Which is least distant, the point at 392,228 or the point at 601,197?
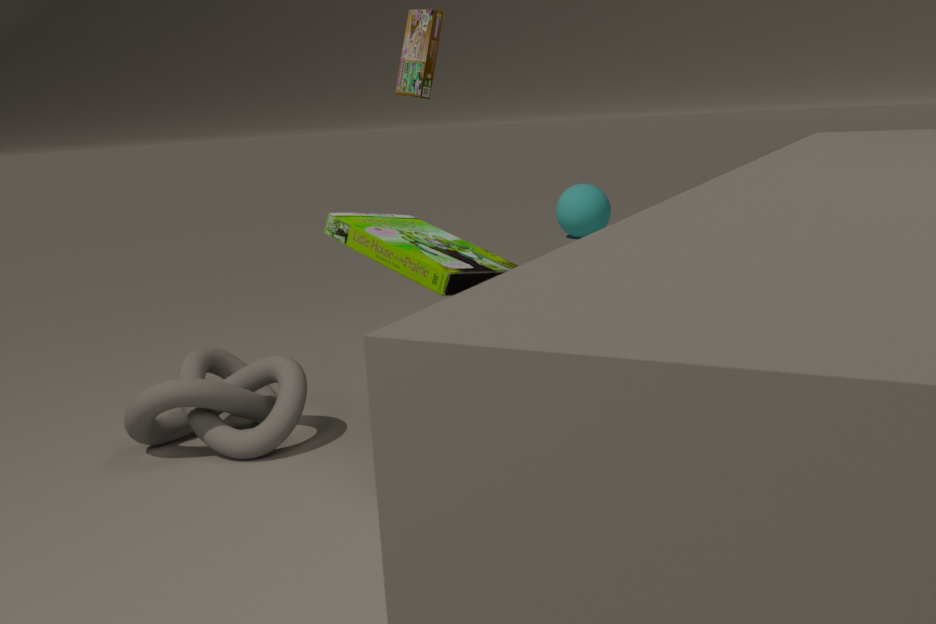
the point at 392,228
